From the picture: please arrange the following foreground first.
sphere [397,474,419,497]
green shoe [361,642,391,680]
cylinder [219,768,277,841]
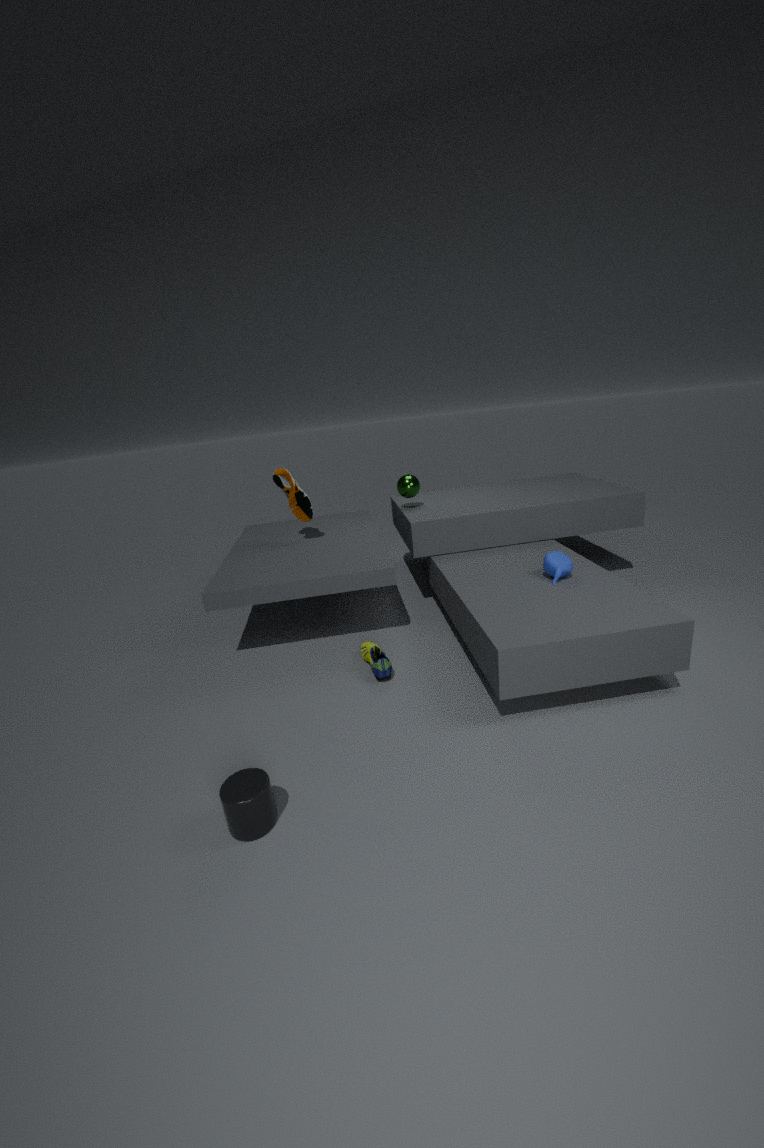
cylinder [219,768,277,841], green shoe [361,642,391,680], sphere [397,474,419,497]
